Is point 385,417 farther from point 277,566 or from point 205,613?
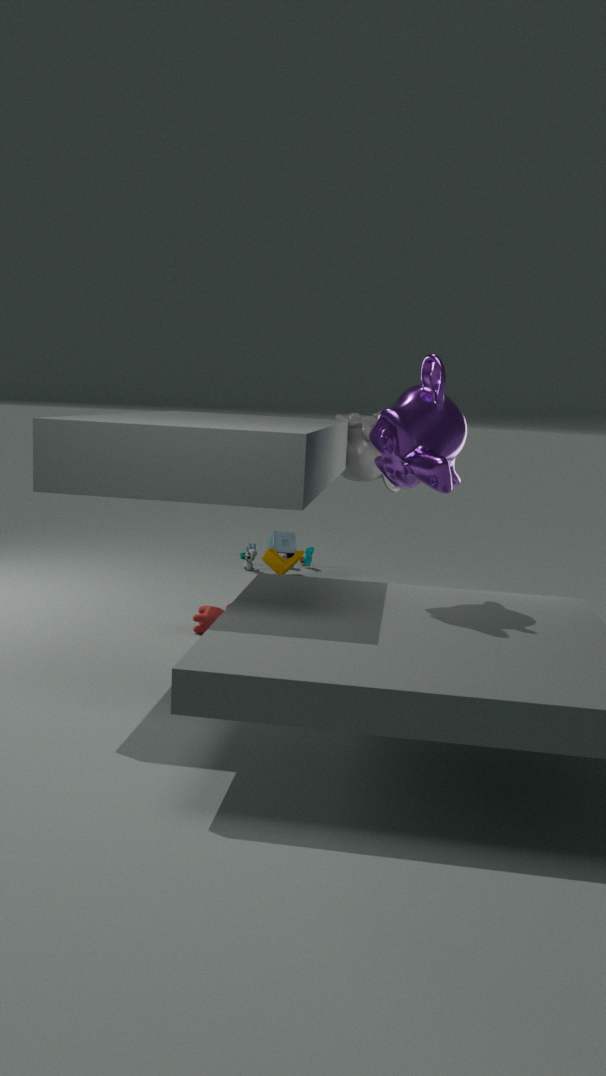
point 277,566
